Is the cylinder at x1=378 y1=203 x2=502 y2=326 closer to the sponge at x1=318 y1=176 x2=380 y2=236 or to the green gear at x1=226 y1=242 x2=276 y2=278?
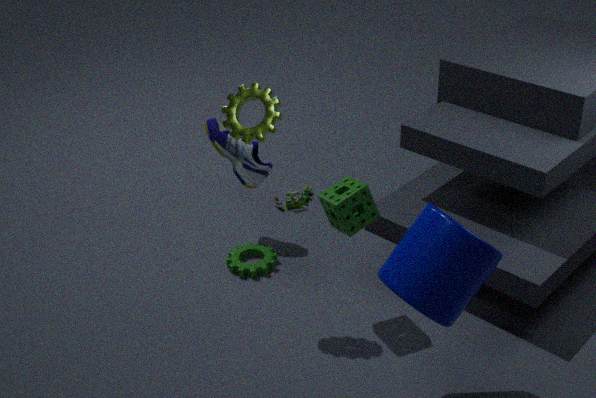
the sponge at x1=318 y1=176 x2=380 y2=236
